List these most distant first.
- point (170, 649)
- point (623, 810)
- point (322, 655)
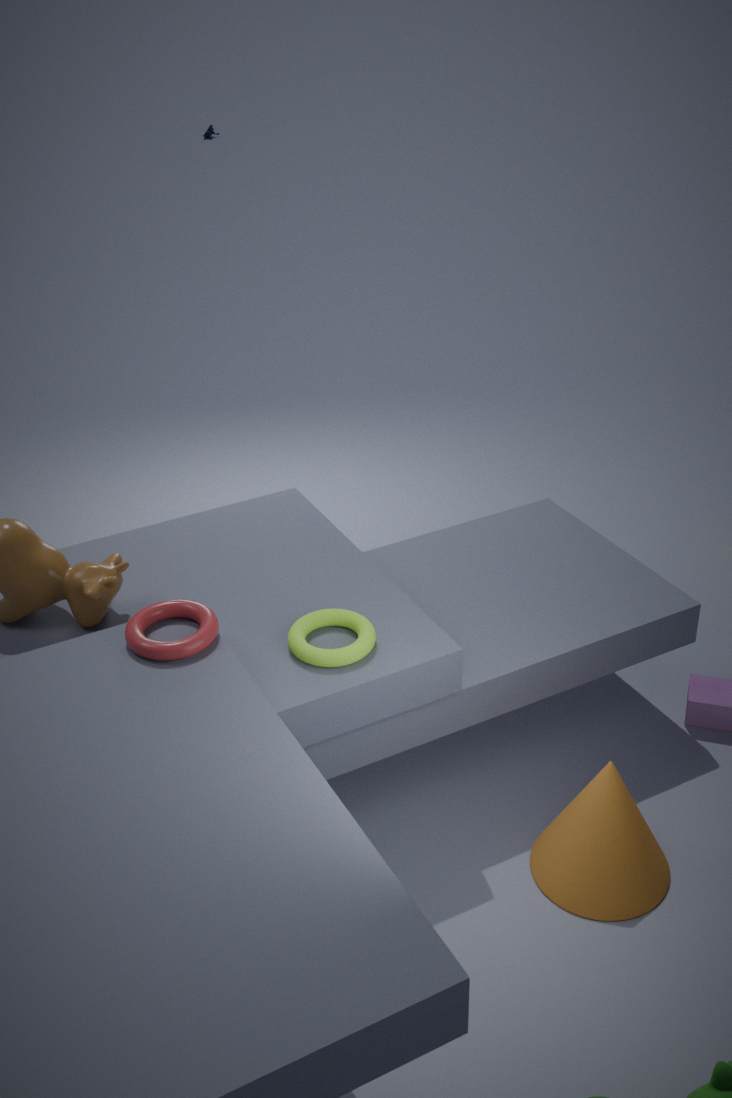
point (623, 810) → point (322, 655) → point (170, 649)
